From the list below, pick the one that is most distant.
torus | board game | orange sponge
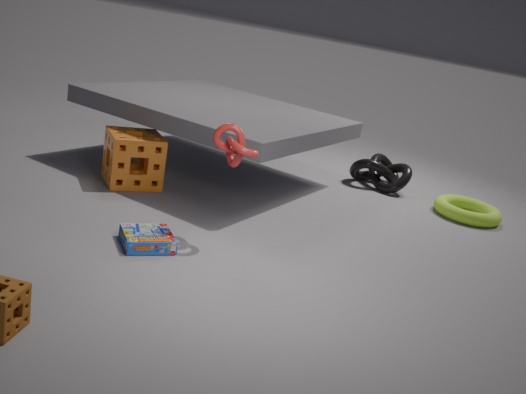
torus
